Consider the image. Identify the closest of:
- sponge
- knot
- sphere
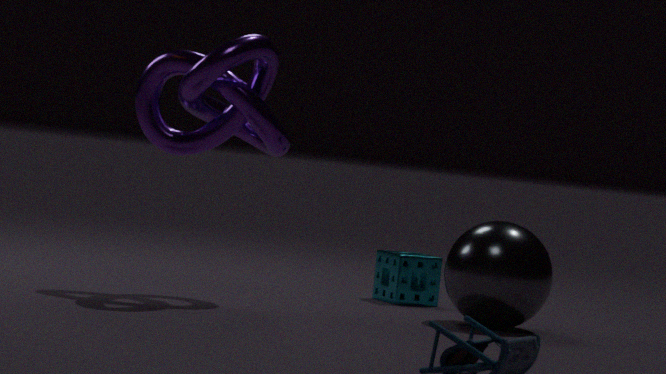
knot
